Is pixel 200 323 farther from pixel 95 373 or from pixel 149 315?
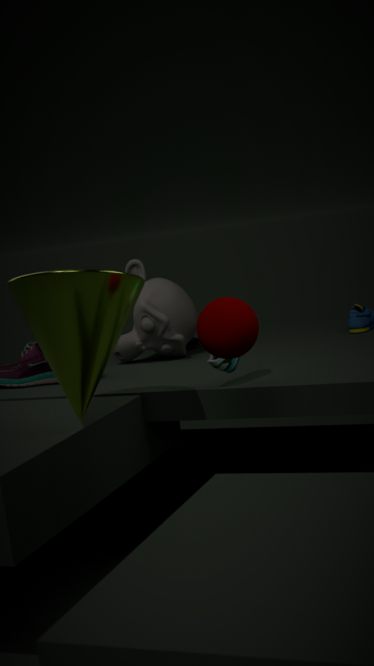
pixel 149 315
